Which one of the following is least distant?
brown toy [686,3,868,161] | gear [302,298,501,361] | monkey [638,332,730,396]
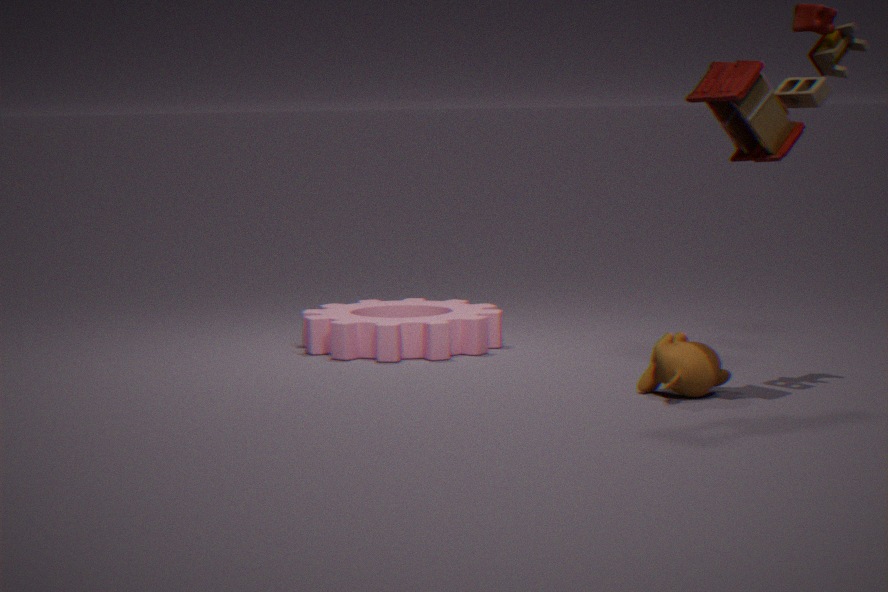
brown toy [686,3,868,161]
